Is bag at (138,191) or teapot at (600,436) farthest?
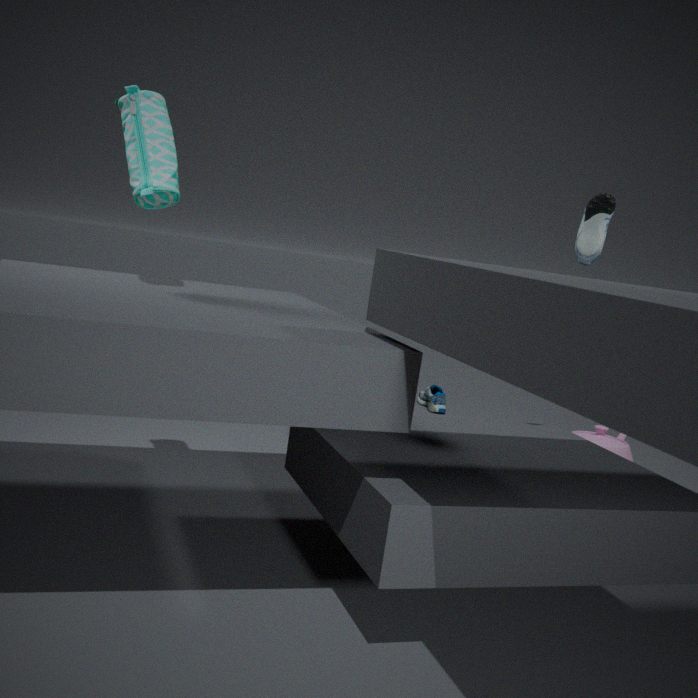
teapot at (600,436)
